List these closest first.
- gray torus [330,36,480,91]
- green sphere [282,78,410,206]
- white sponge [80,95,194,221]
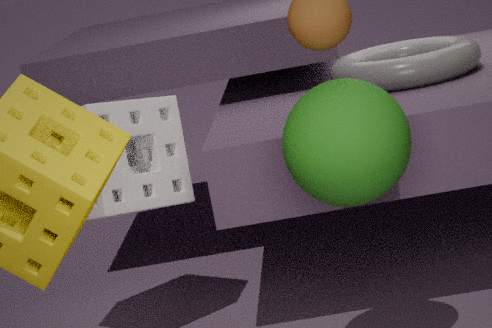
1. green sphere [282,78,410,206]
2. white sponge [80,95,194,221]
3. gray torus [330,36,480,91]
